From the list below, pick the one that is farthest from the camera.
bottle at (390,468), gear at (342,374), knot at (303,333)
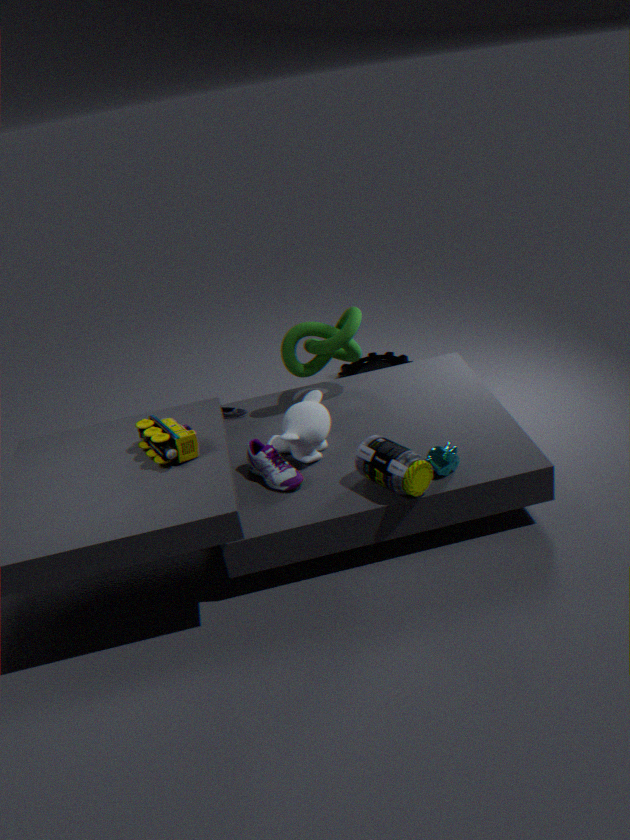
gear at (342,374)
